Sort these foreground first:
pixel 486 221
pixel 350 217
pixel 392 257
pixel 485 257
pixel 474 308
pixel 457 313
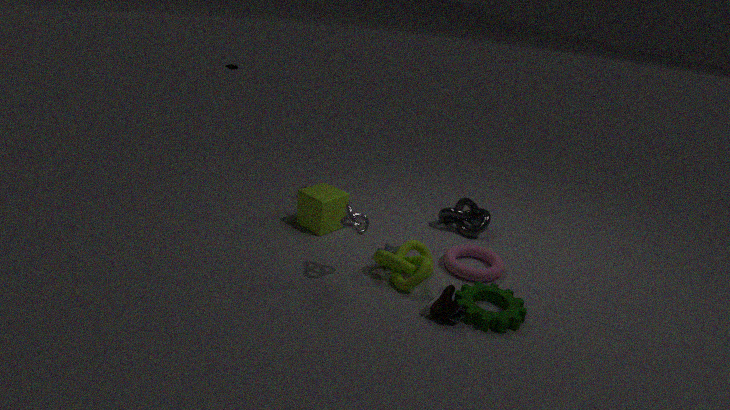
1. pixel 457 313
2. pixel 474 308
3. pixel 350 217
4. pixel 392 257
5. pixel 485 257
6. pixel 486 221
